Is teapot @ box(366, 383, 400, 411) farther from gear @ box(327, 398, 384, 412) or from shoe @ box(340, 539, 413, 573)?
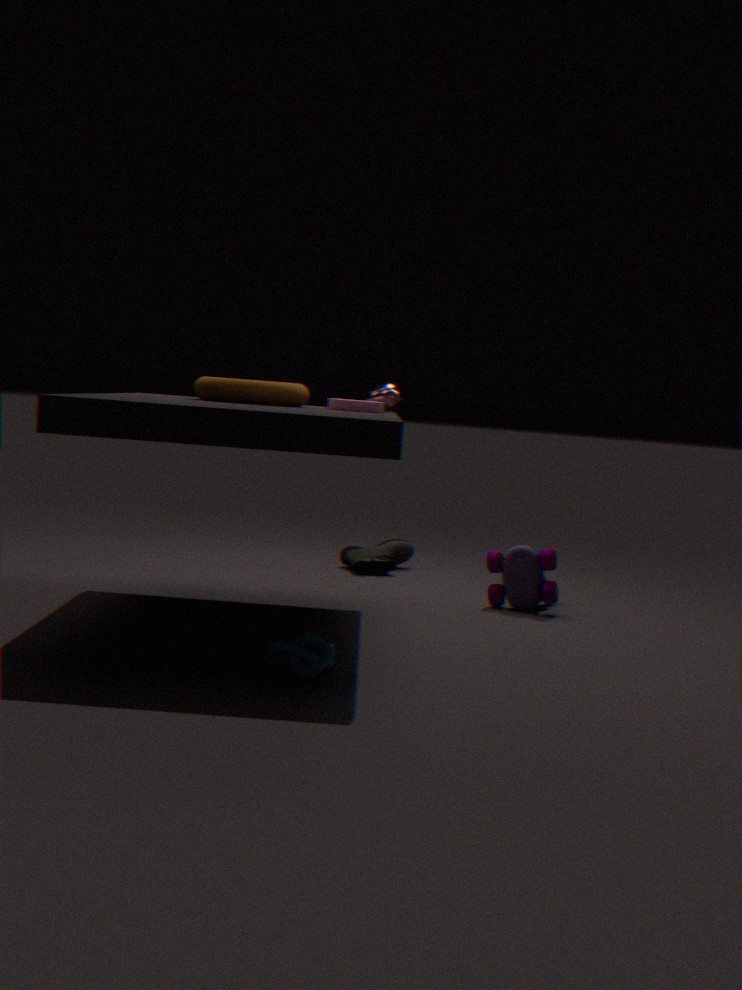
shoe @ box(340, 539, 413, 573)
